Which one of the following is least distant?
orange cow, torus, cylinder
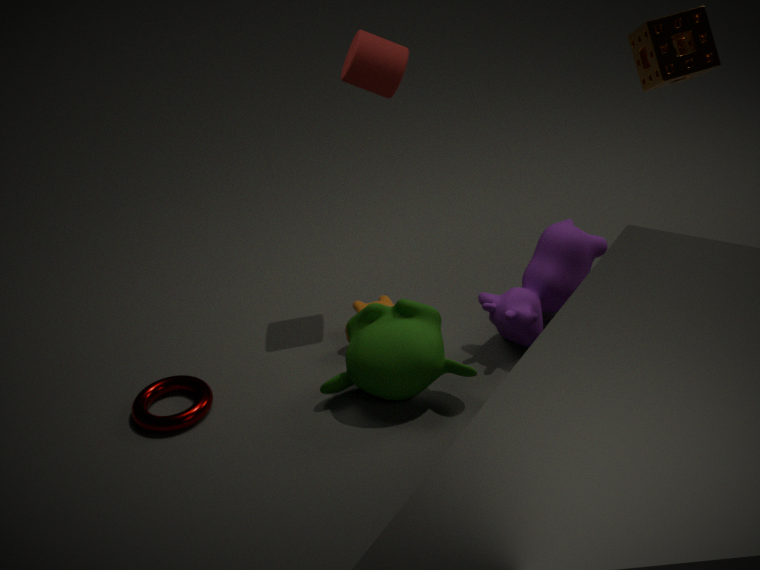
torus
